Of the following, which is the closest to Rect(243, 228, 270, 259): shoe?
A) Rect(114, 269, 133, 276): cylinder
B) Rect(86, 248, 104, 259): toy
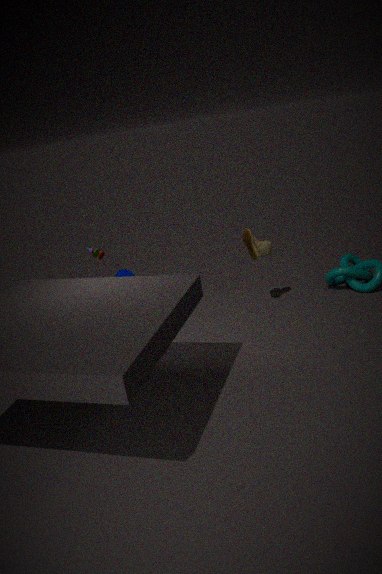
Rect(114, 269, 133, 276): cylinder
